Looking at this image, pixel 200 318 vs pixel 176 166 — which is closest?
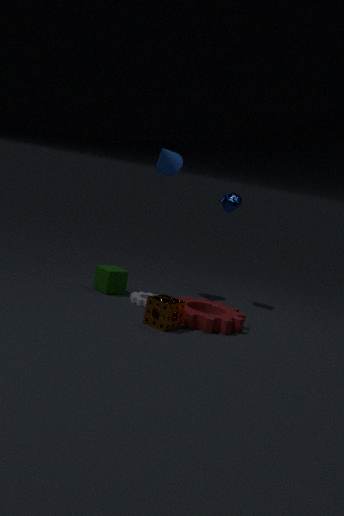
pixel 200 318
